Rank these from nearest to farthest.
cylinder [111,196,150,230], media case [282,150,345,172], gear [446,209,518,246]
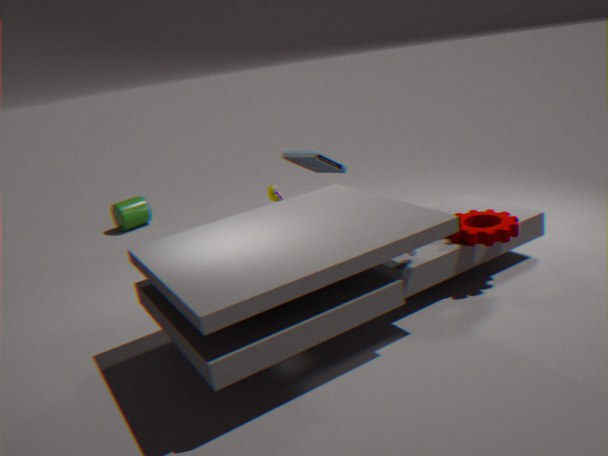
1. gear [446,209,518,246]
2. media case [282,150,345,172]
3. cylinder [111,196,150,230]
